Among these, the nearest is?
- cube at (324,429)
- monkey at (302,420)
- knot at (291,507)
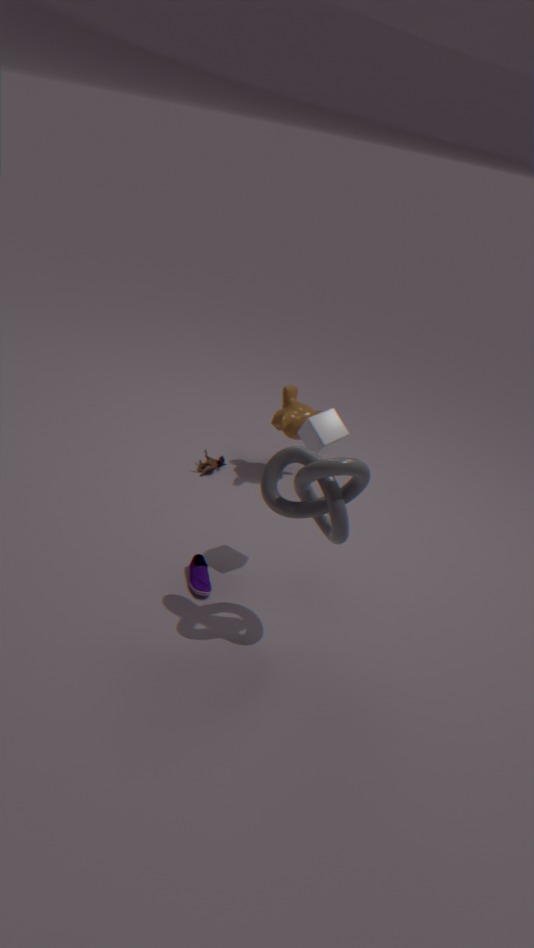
knot at (291,507)
